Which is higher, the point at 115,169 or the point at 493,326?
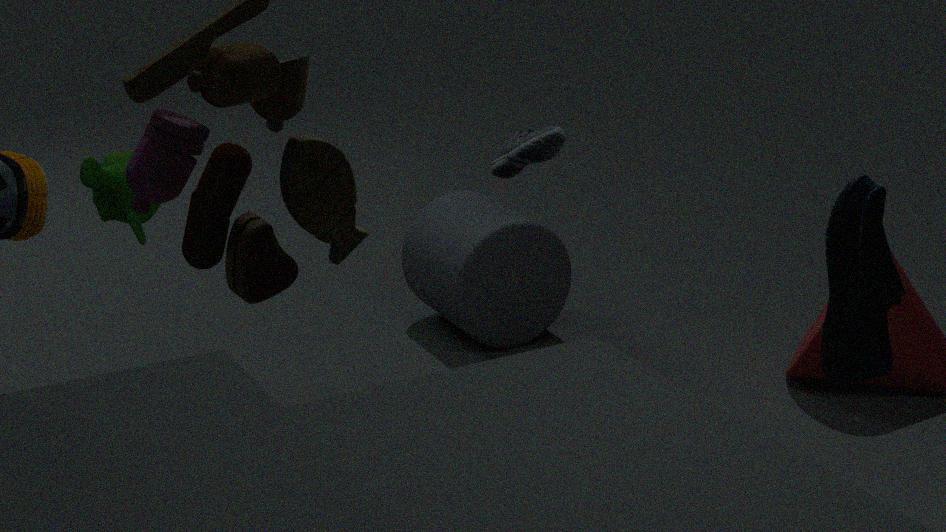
the point at 115,169
